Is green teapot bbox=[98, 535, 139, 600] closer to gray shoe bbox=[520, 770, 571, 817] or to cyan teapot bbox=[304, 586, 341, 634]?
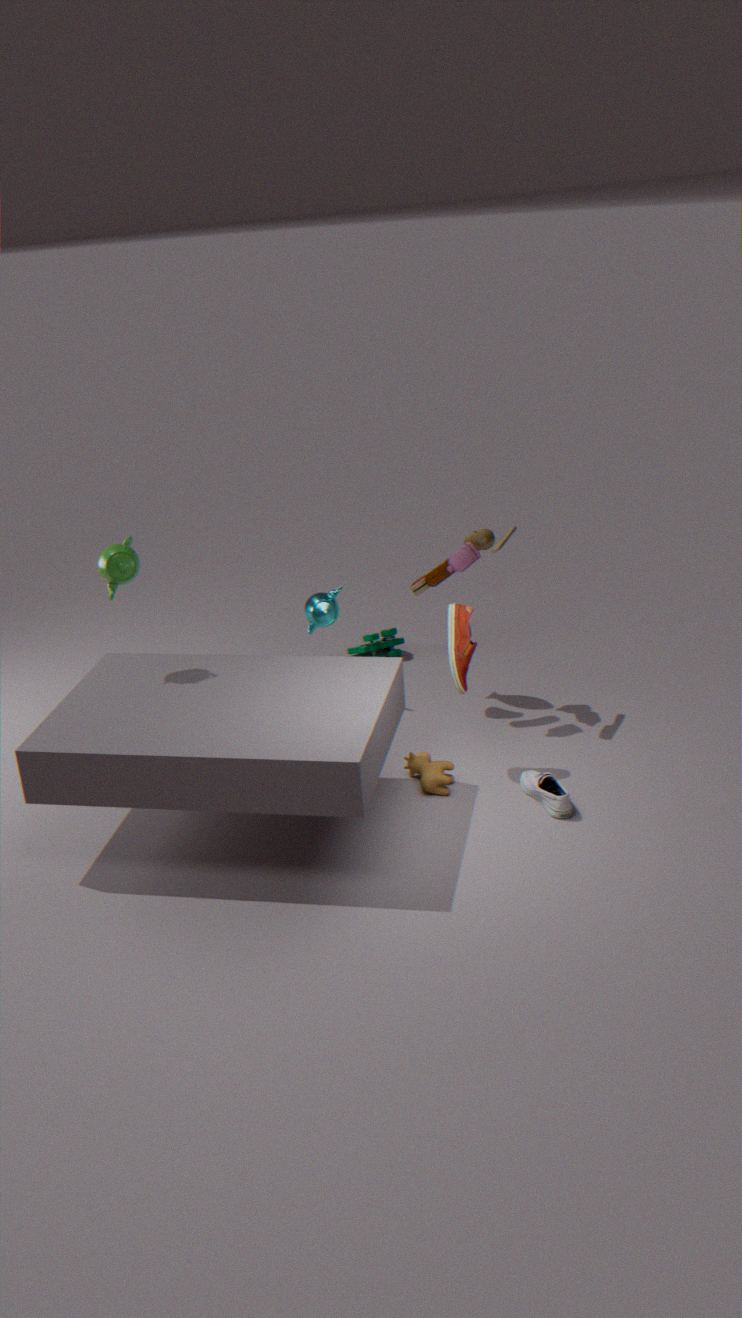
cyan teapot bbox=[304, 586, 341, 634]
